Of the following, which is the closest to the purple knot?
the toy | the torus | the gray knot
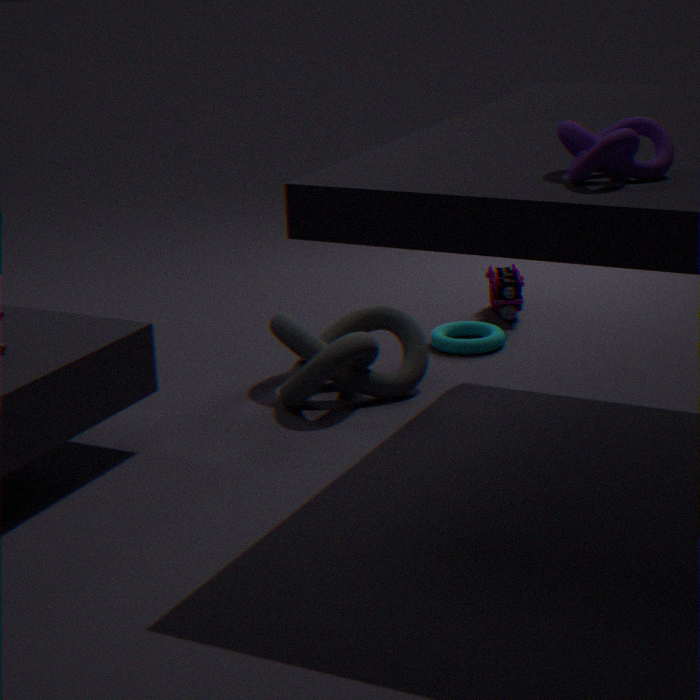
the gray knot
